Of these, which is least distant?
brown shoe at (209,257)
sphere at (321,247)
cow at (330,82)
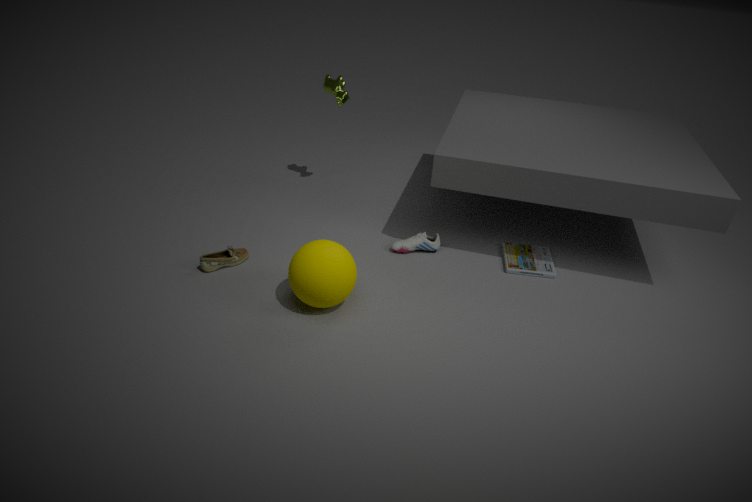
sphere at (321,247)
